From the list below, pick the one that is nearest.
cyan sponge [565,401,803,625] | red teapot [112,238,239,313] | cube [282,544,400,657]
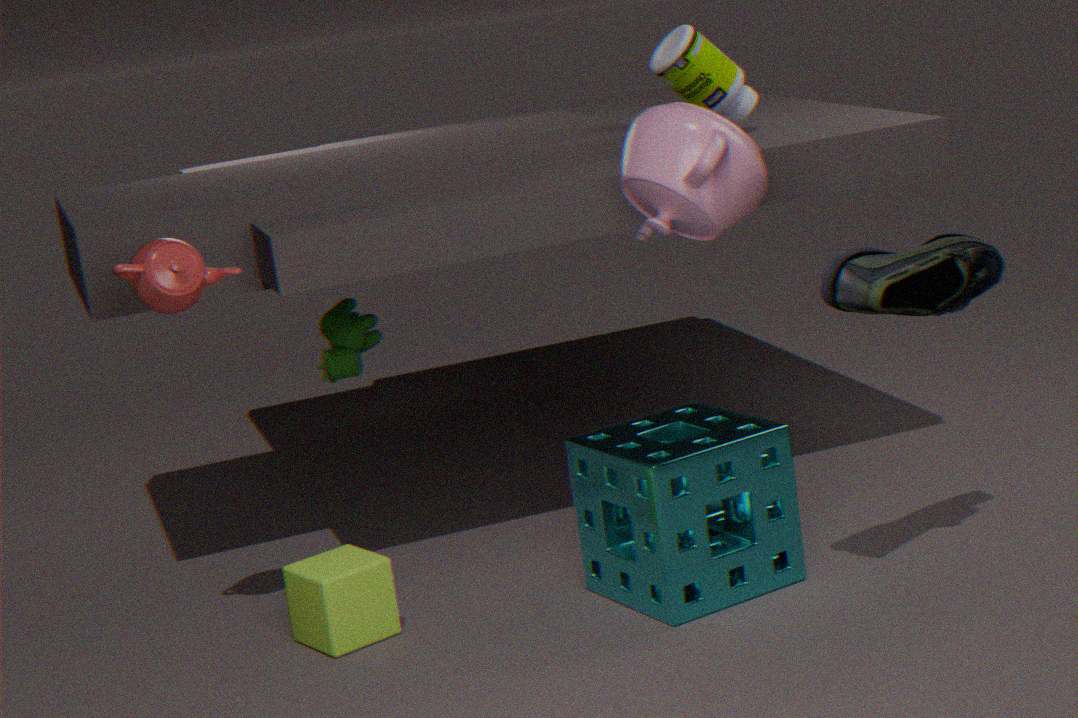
A: red teapot [112,238,239,313]
